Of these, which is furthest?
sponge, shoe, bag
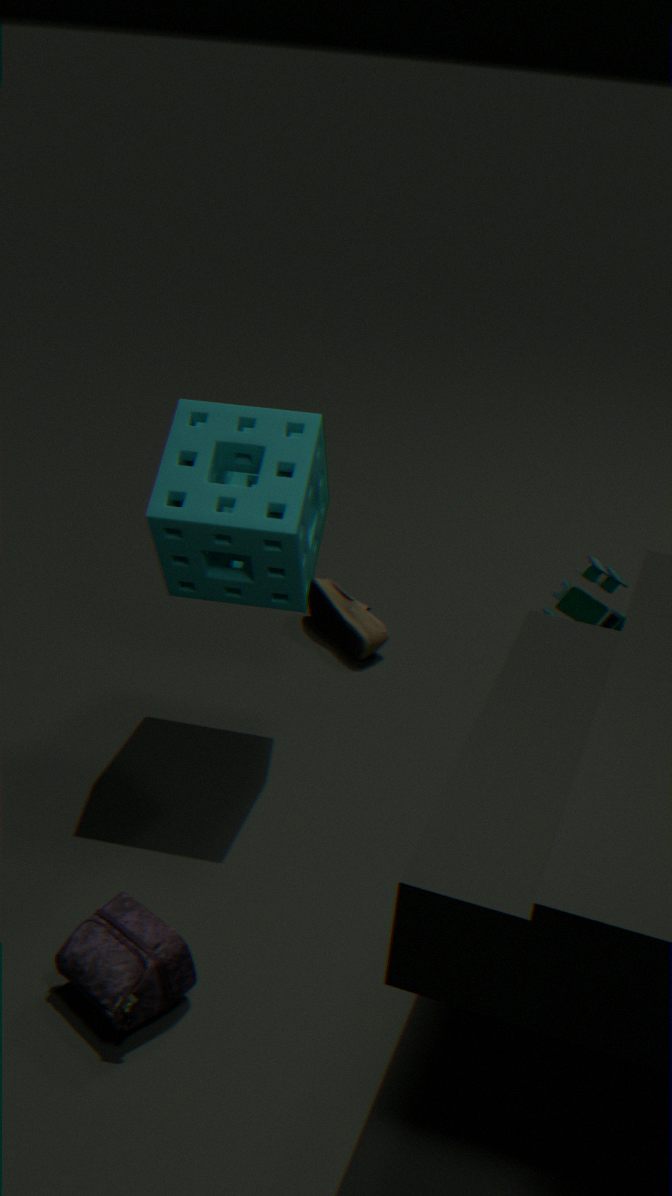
shoe
